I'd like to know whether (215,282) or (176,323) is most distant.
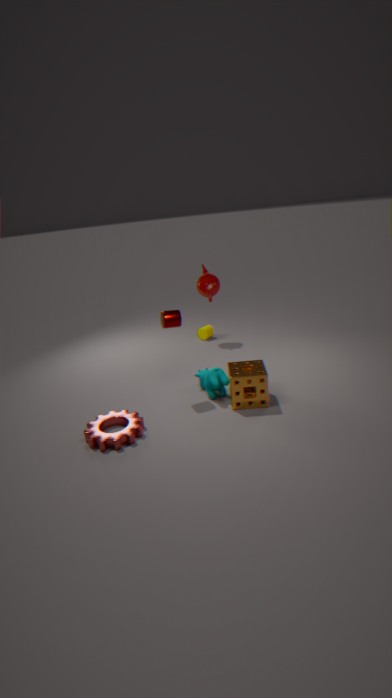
(215,282)
